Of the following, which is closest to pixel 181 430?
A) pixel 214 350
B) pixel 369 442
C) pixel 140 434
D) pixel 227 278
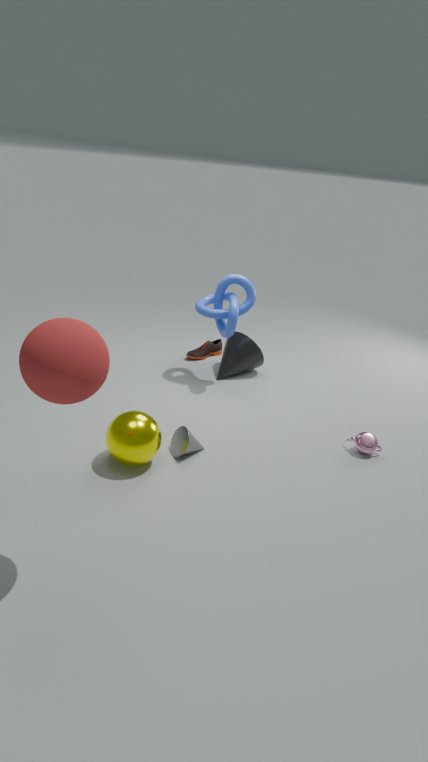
pixel 140 434
